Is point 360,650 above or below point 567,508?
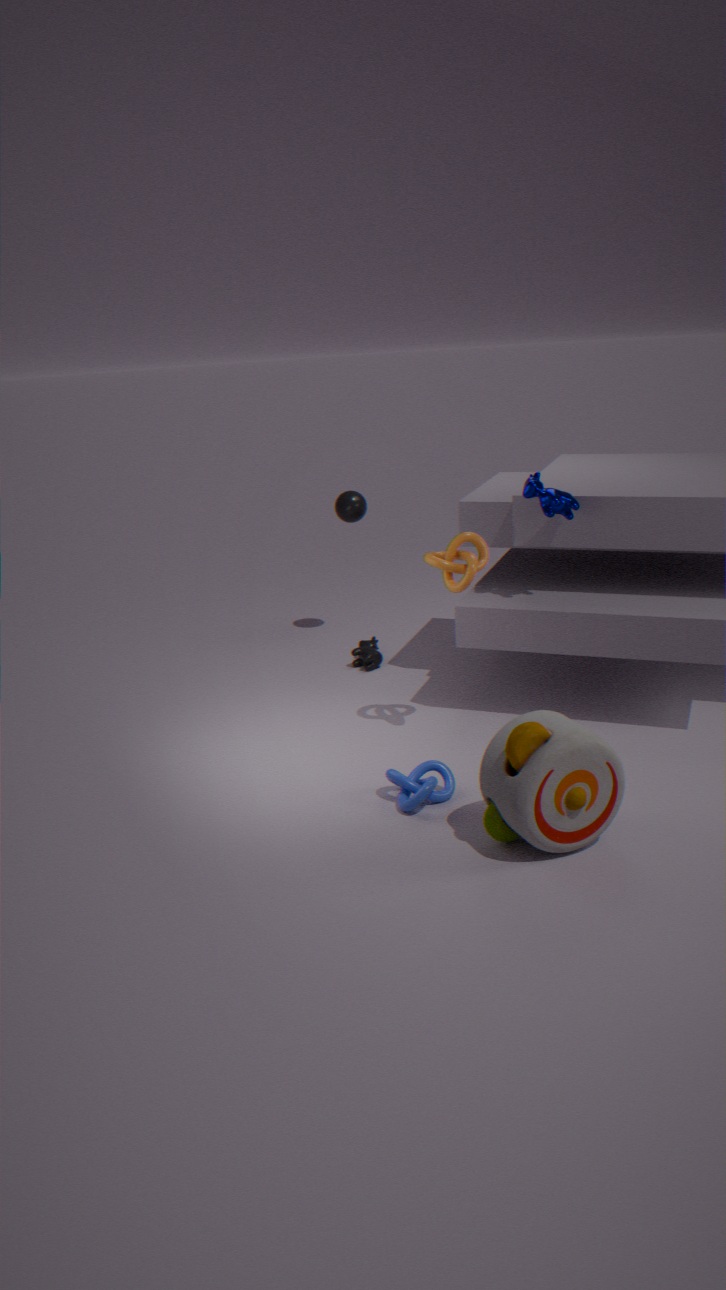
below
